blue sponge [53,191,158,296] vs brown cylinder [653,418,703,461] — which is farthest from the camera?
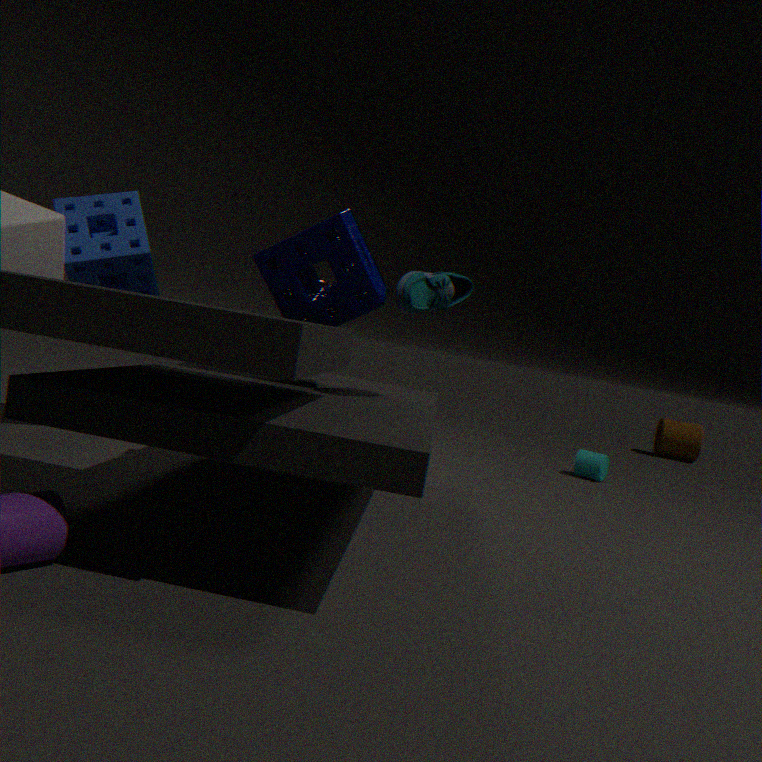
brown cylinder [653,418,703,461]
